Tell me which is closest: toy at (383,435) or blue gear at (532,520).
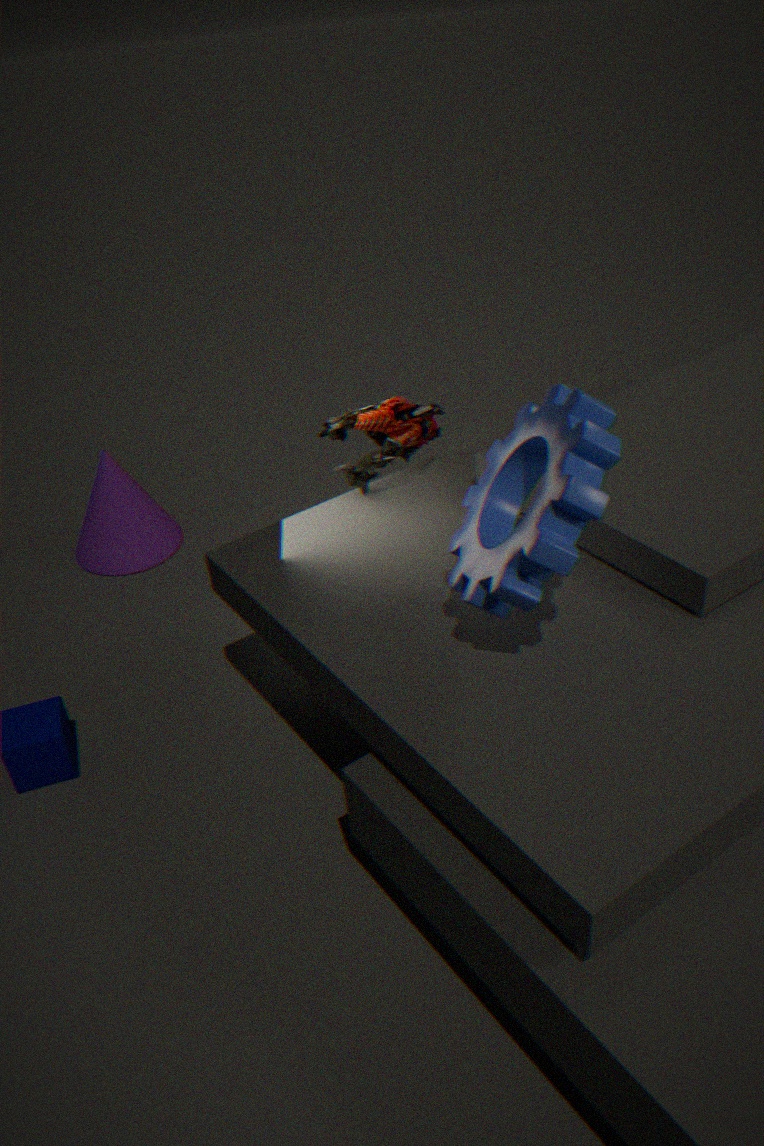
blue gear at (532,520)
